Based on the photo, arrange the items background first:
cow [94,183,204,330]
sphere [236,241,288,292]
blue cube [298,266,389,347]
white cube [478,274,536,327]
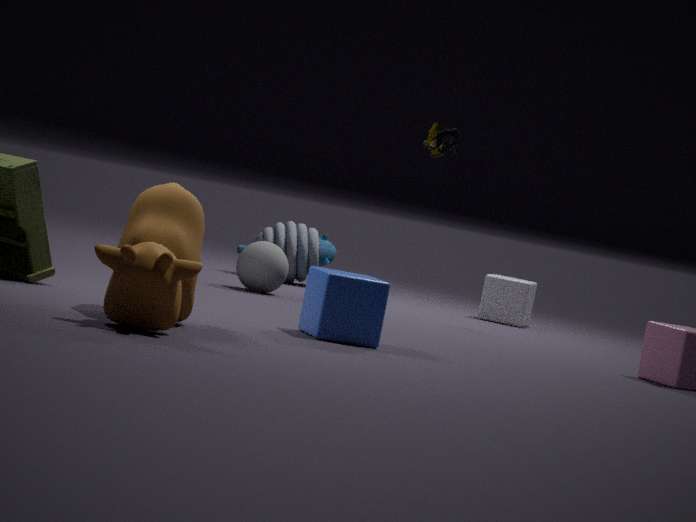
white cube [478,274,536,327], sphere [236,241,288,292], blue cube [298,266,389,347], cow [94,183,204,330]
